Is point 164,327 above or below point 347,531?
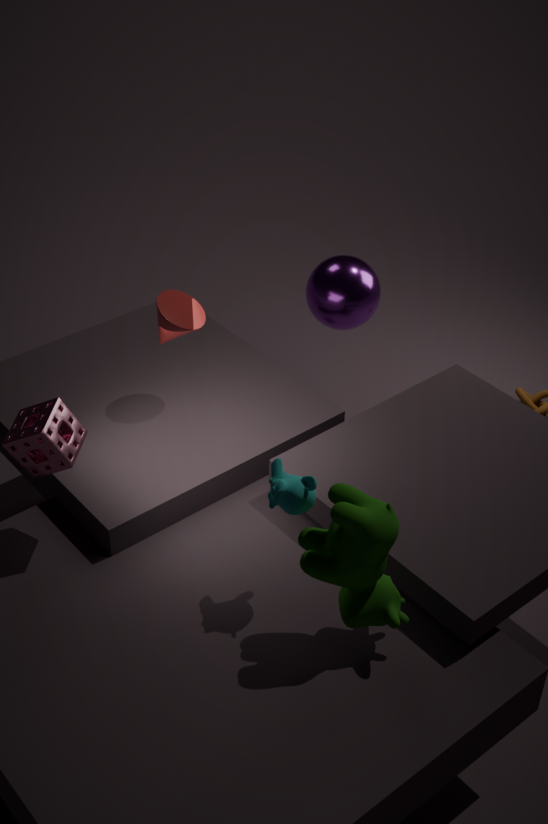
above
